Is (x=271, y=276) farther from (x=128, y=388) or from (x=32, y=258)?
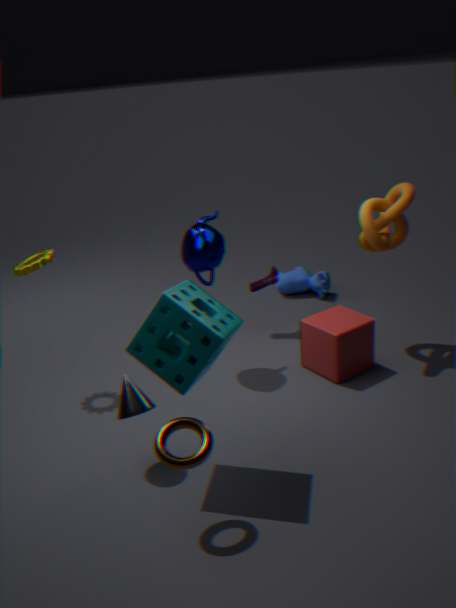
(x=128, y=388)
